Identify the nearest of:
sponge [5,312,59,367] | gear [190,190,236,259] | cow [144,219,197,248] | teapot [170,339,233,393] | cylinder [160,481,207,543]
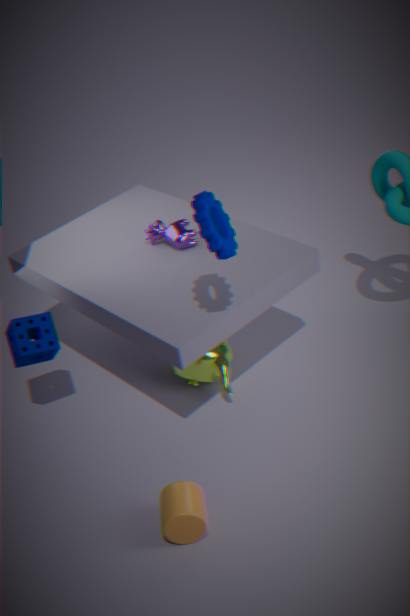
gear [190,190,236,259]
